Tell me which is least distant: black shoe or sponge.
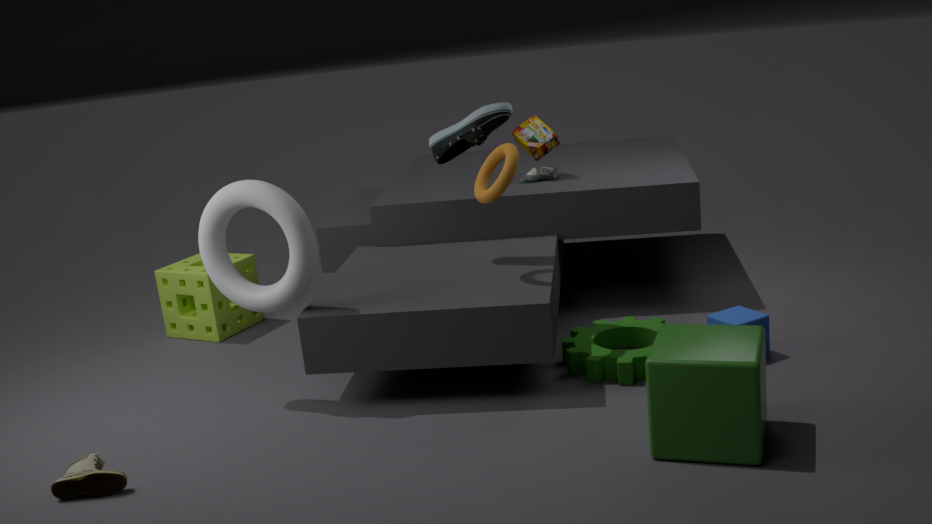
black shoe
